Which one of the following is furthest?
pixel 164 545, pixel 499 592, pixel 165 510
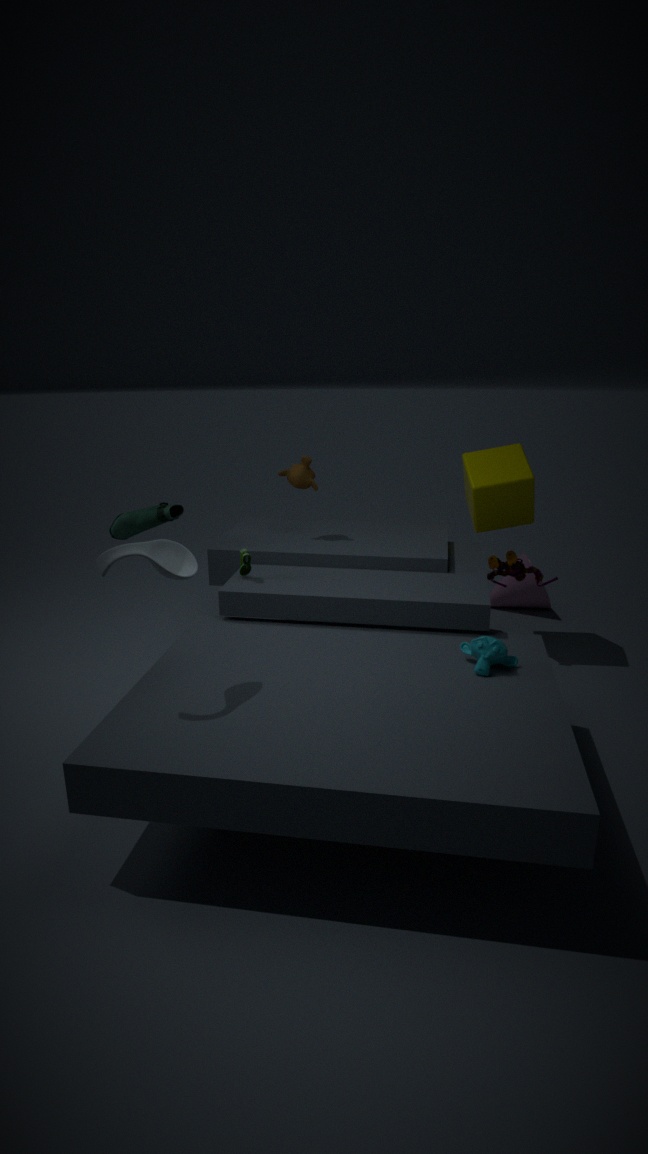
pixel 499 592
